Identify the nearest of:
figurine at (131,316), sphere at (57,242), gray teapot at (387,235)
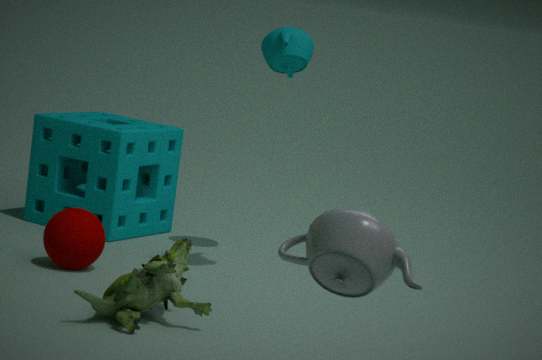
gray teapot at (387,235)
